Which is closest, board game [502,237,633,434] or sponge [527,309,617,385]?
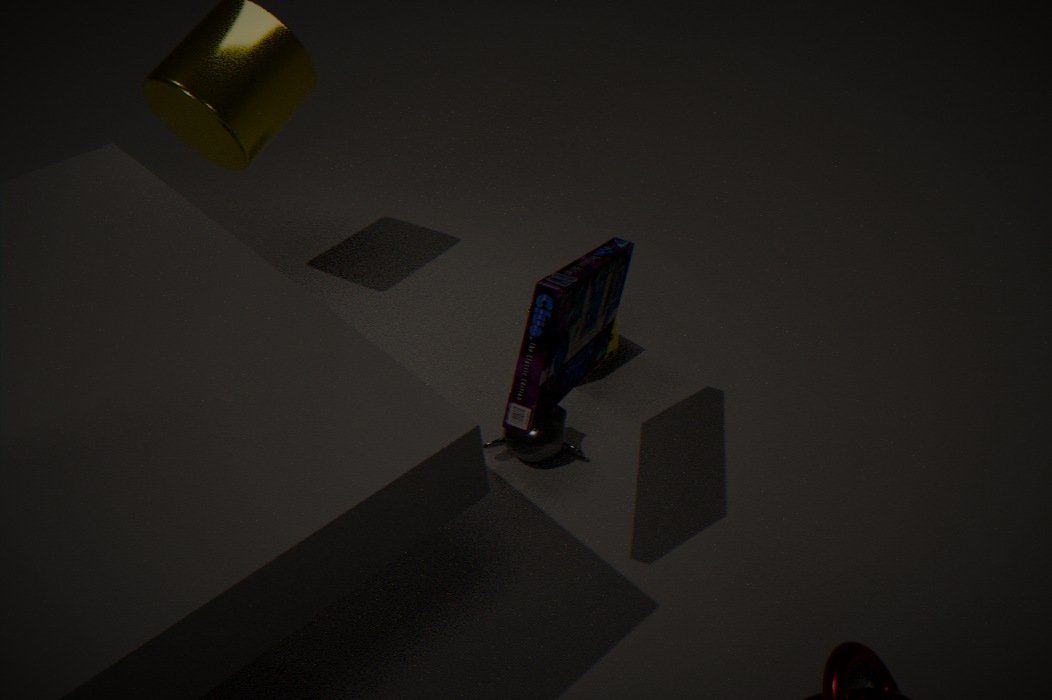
board game [502,237,633,434]
